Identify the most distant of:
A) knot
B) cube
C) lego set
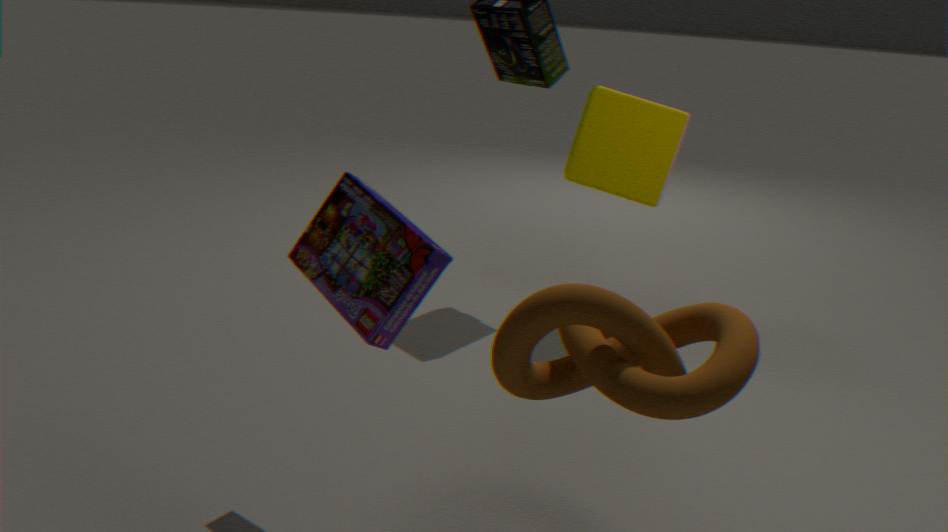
cube
